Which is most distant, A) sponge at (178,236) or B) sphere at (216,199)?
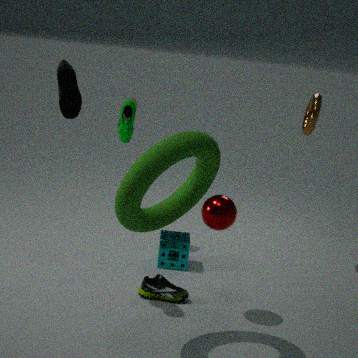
A. sponge at (178,236)
